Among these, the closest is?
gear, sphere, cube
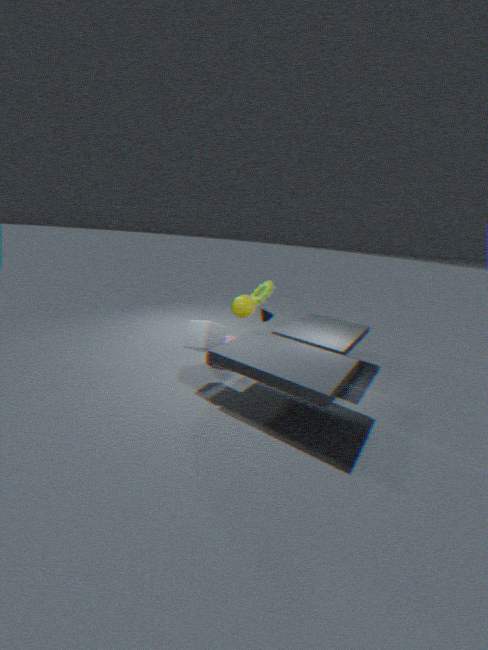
cube
